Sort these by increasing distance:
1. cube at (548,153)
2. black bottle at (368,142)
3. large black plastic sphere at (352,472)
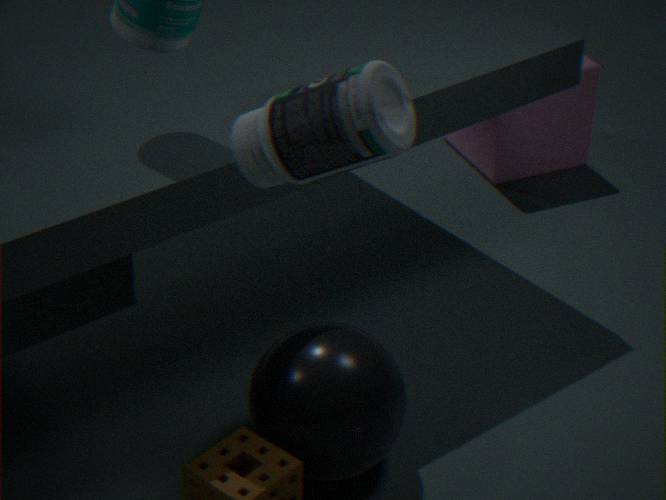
black bottle at (368,142) → large black plastic sphere at (352,472) → cube at (548,153)
